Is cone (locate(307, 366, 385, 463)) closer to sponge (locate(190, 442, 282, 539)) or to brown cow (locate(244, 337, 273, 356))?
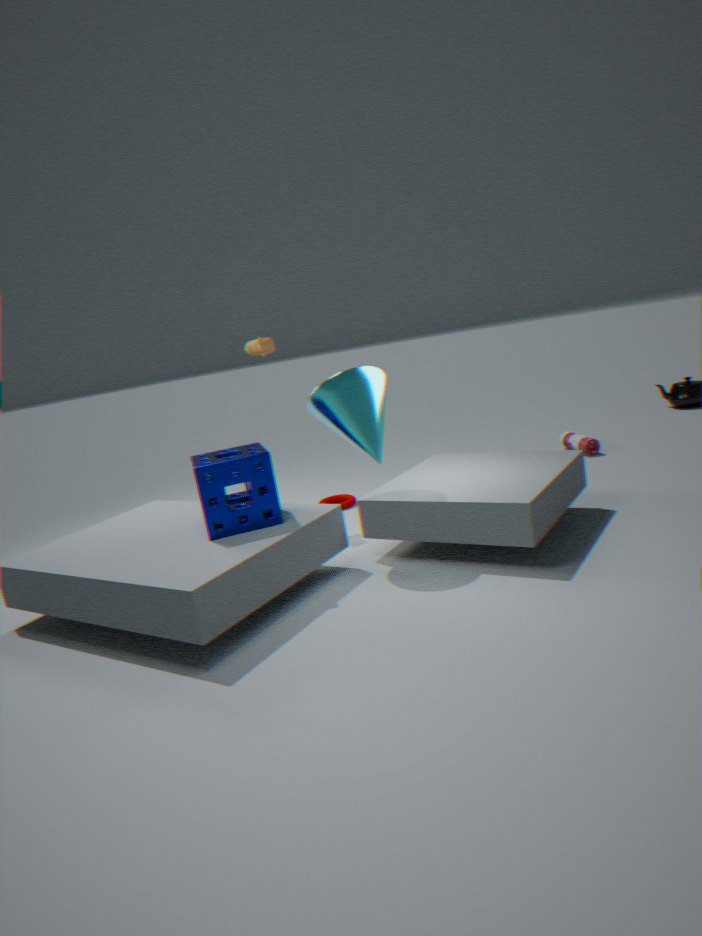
sponge (locate(190, 442, 282, 539))
